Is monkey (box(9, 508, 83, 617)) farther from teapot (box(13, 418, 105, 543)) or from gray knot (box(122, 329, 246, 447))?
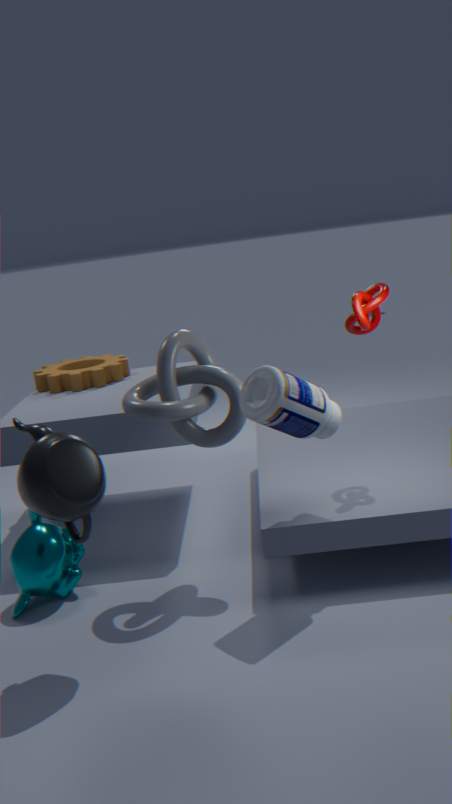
gray knot (box(122, 329, 246, 447))
